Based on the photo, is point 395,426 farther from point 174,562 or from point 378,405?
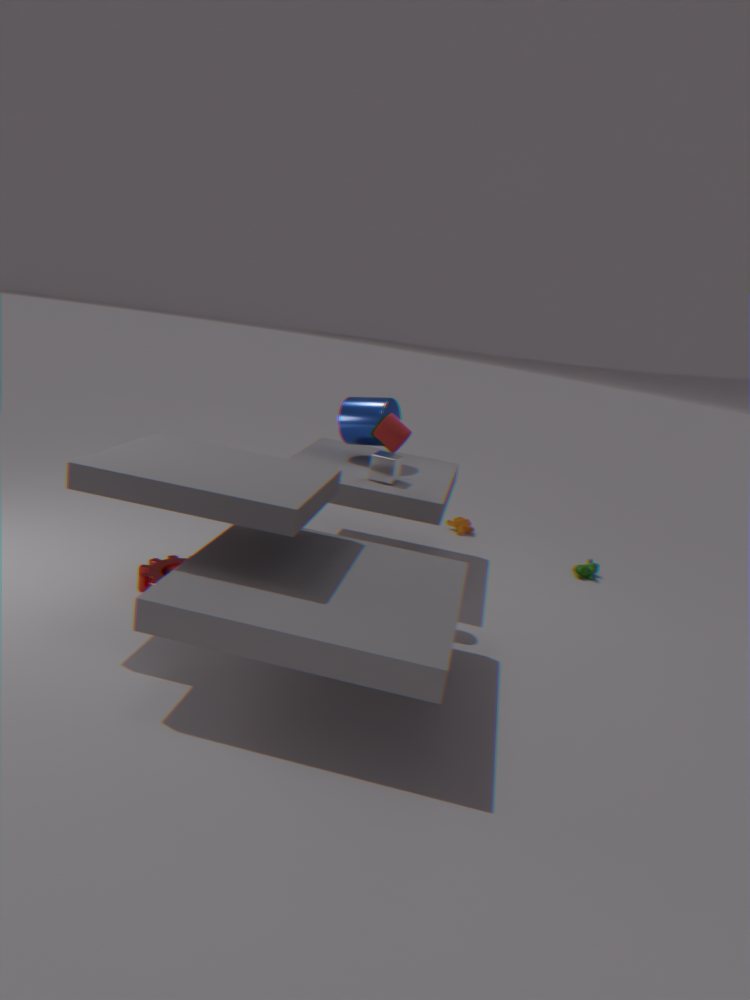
point 174,562
